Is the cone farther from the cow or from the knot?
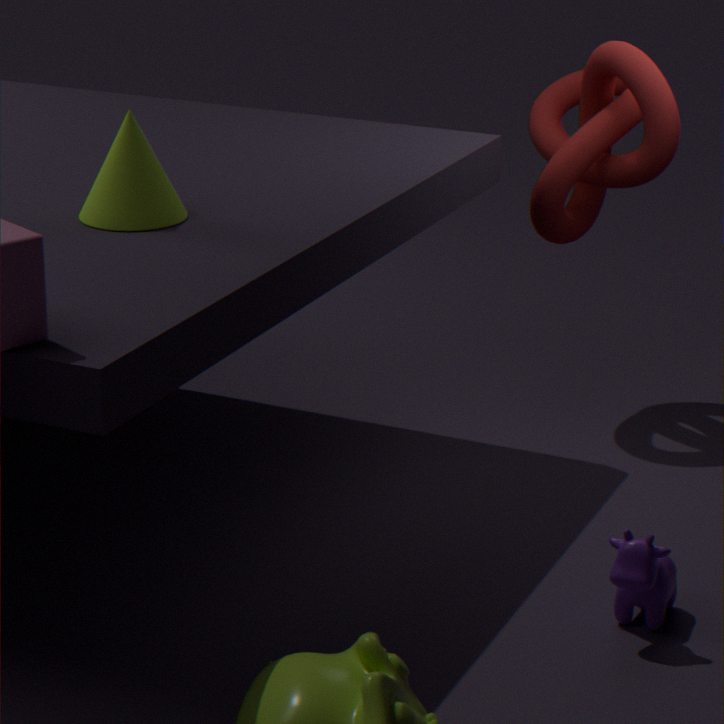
the knot
